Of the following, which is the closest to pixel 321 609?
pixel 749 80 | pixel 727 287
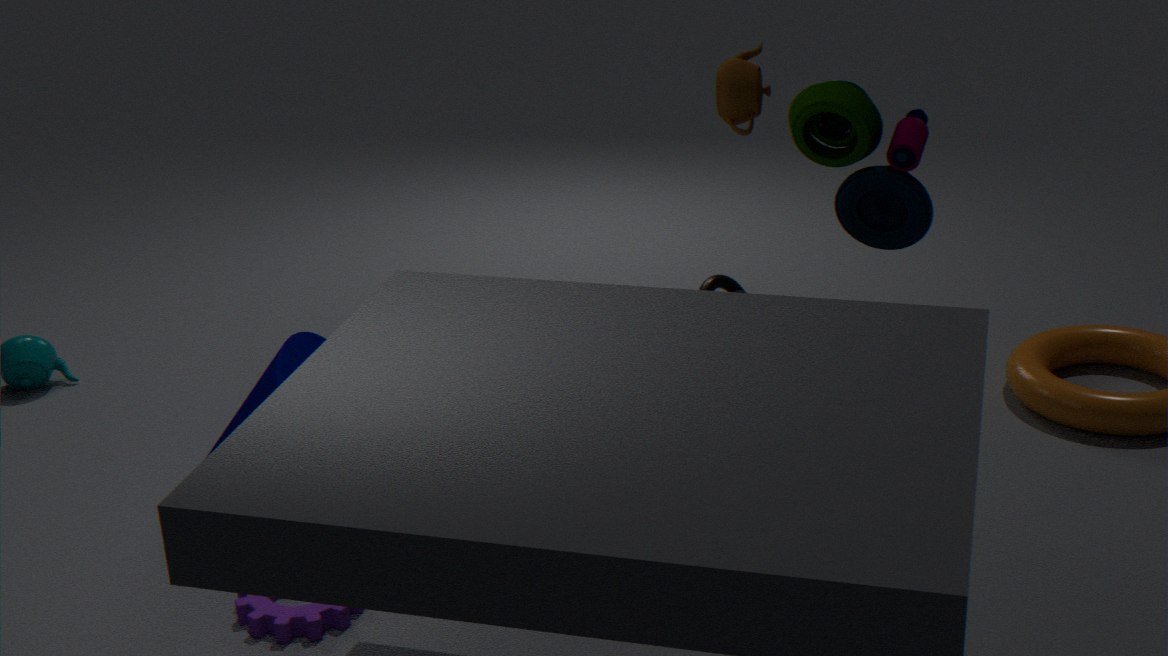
pixel 749 80
